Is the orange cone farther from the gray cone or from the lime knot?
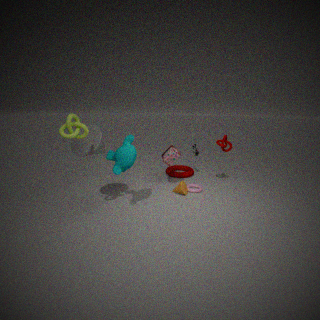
the lime knot
